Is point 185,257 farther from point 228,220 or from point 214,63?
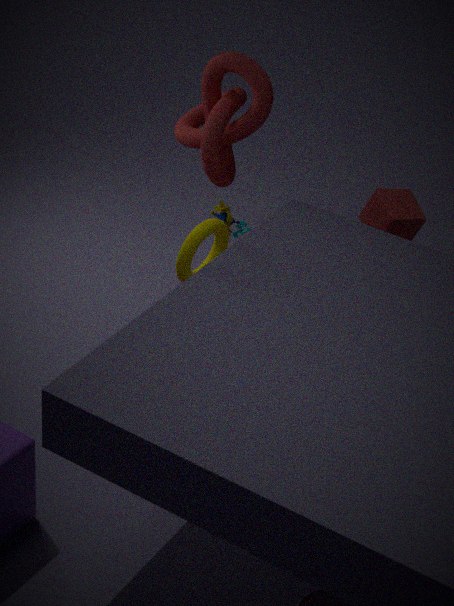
point 214,63
